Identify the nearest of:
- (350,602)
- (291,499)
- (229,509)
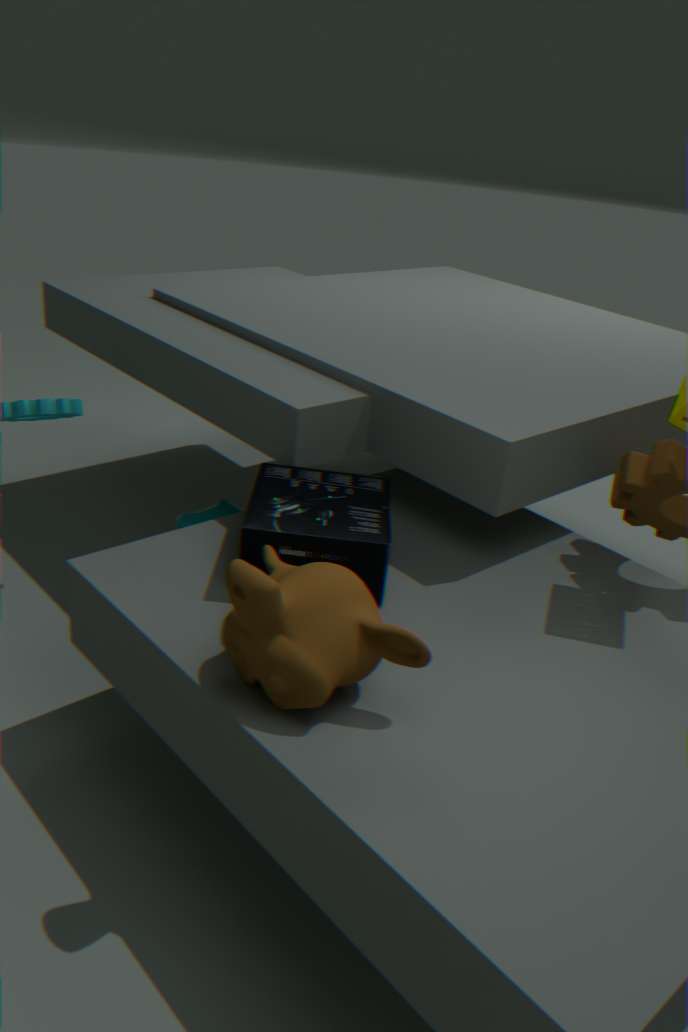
(350,602)
